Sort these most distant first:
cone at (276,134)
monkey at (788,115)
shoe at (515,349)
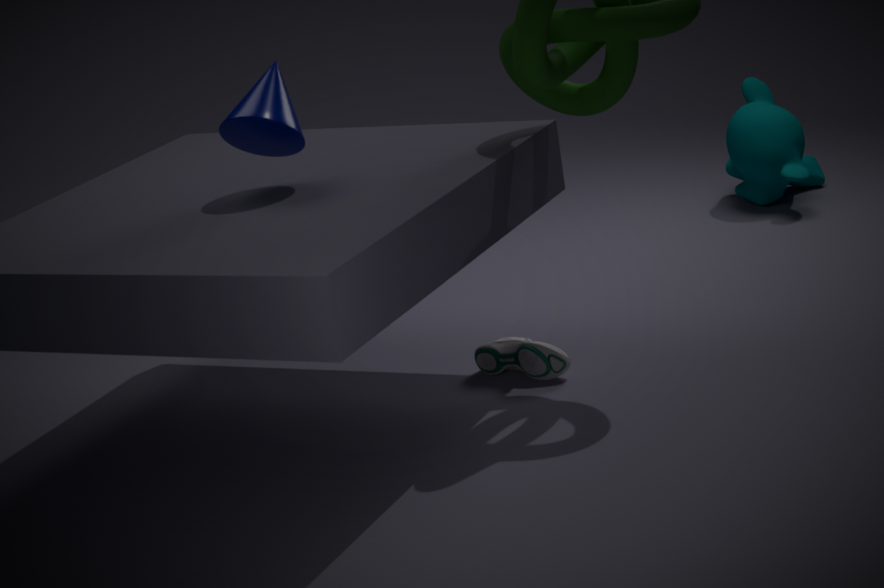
monkey at (788,115) → shoe at (515,349) → cone at (276,134)
